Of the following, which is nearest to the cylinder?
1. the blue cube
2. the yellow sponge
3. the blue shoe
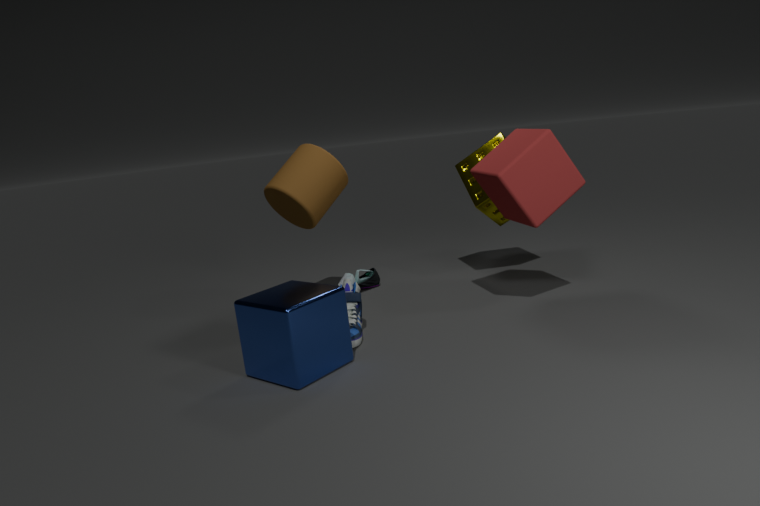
the blue shoe
